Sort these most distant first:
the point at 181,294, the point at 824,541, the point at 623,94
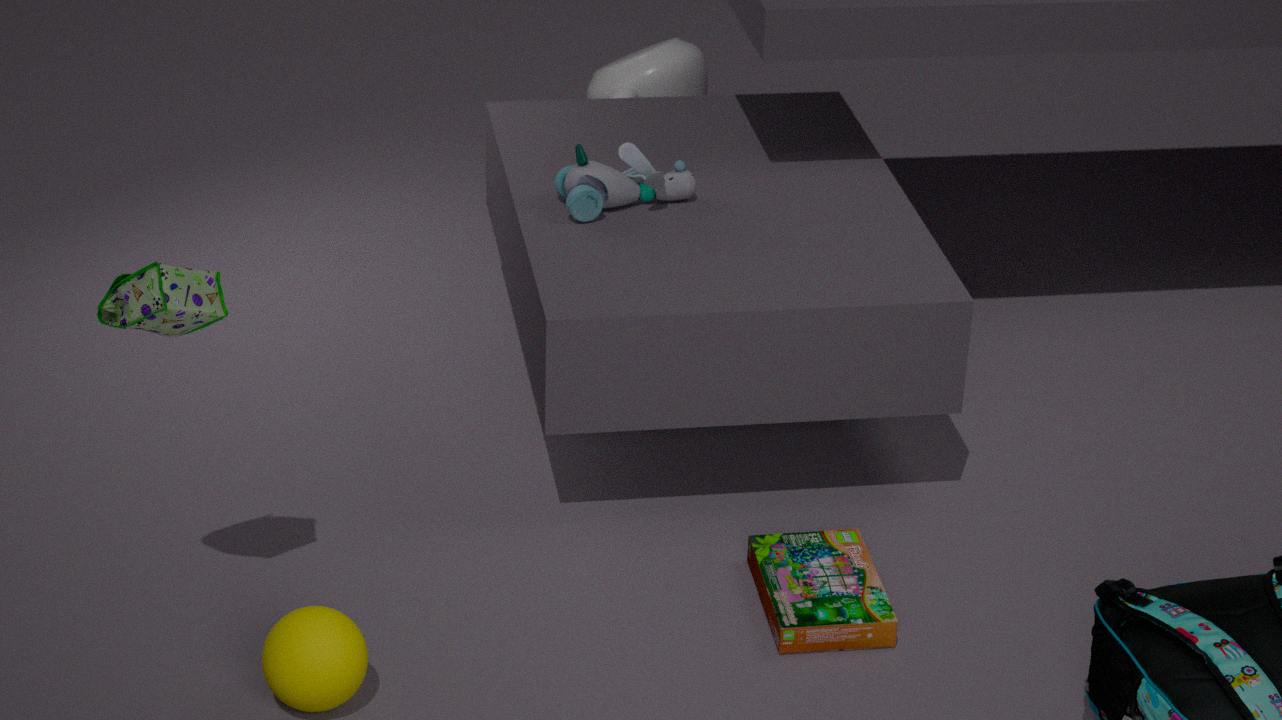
the point at 623,94, the point at 824,541, the point at 181,294
